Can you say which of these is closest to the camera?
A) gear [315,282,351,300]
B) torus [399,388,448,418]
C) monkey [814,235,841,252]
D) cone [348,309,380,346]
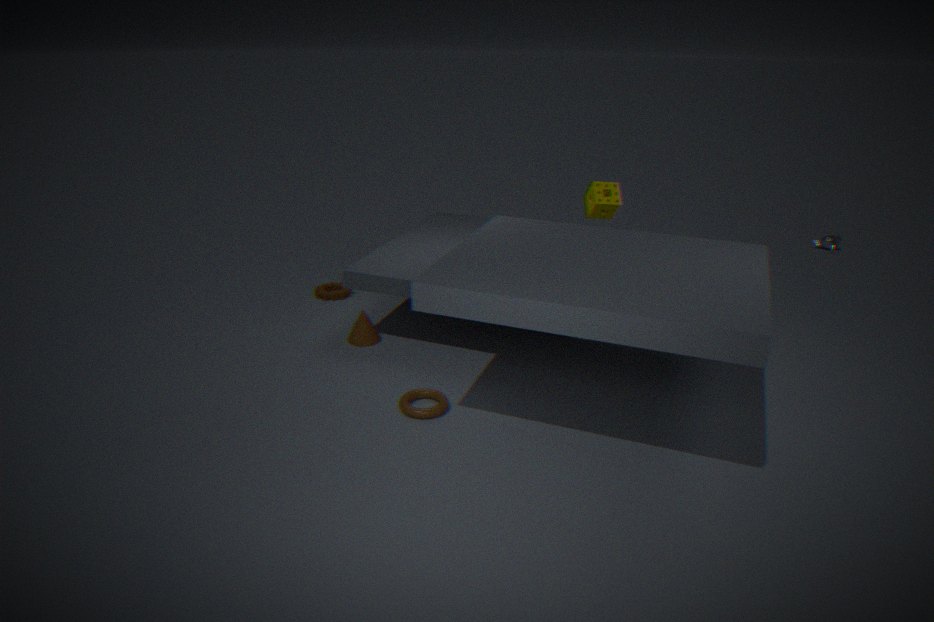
torus [399,388,448,418]
